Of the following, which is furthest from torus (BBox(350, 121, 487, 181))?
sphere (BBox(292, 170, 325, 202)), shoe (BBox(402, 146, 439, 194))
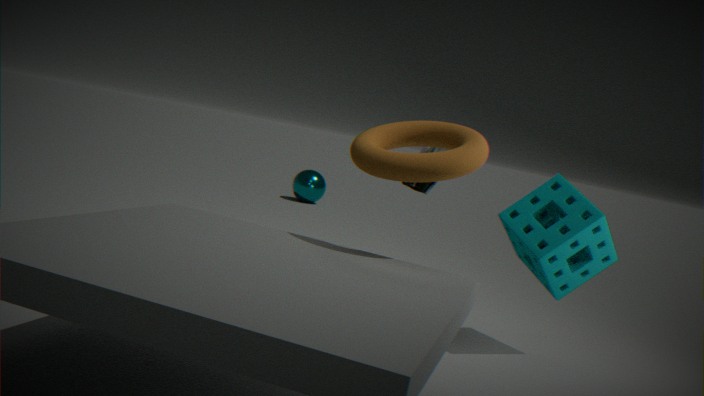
sphere (BBox(292, 170, 325, 202))
